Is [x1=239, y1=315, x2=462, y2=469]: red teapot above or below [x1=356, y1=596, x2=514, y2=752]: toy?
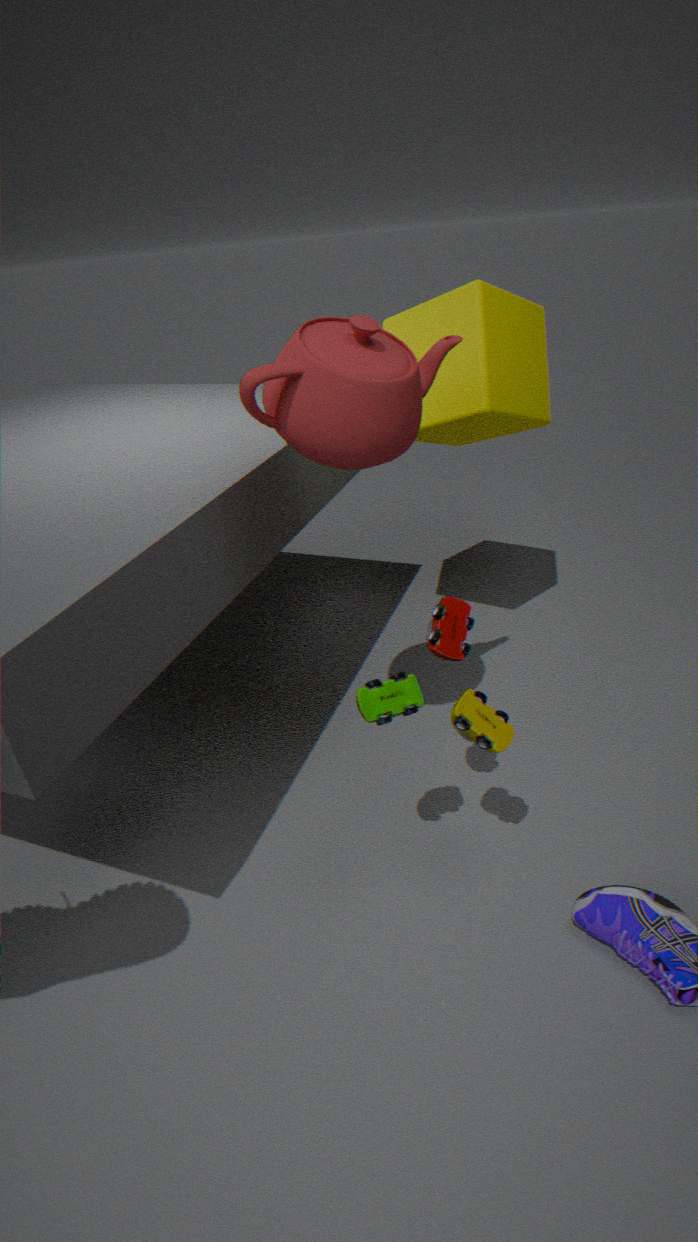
above
